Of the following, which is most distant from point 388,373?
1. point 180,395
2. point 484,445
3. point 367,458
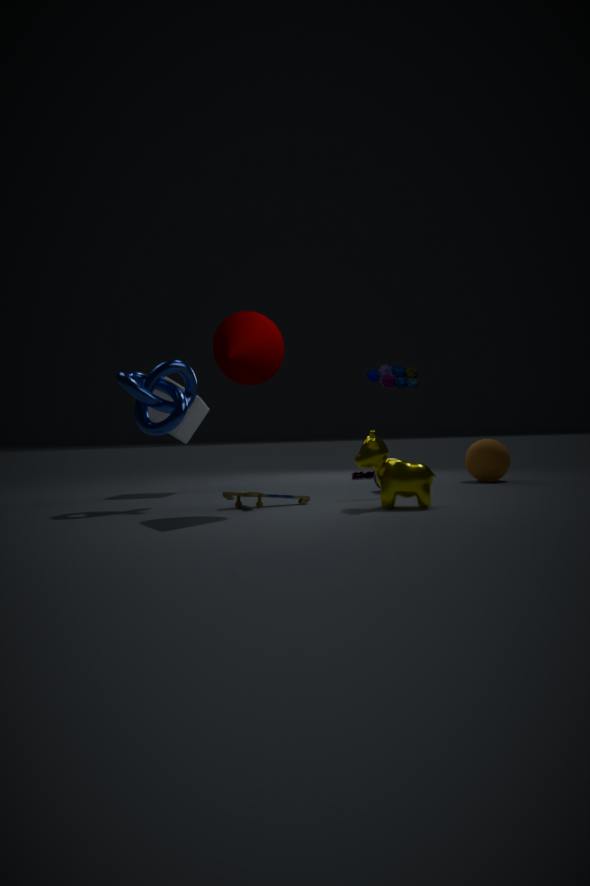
point 180,395
